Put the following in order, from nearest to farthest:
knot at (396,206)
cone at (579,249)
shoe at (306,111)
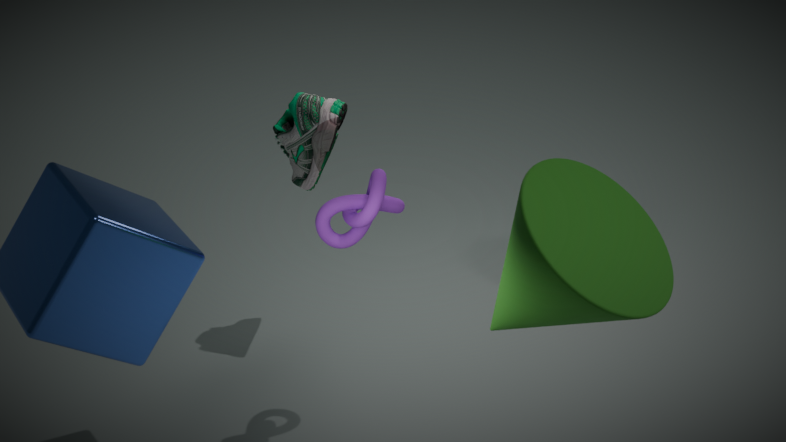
cone at (579,249)
knot at (396,206)
shoe at (306,111)
